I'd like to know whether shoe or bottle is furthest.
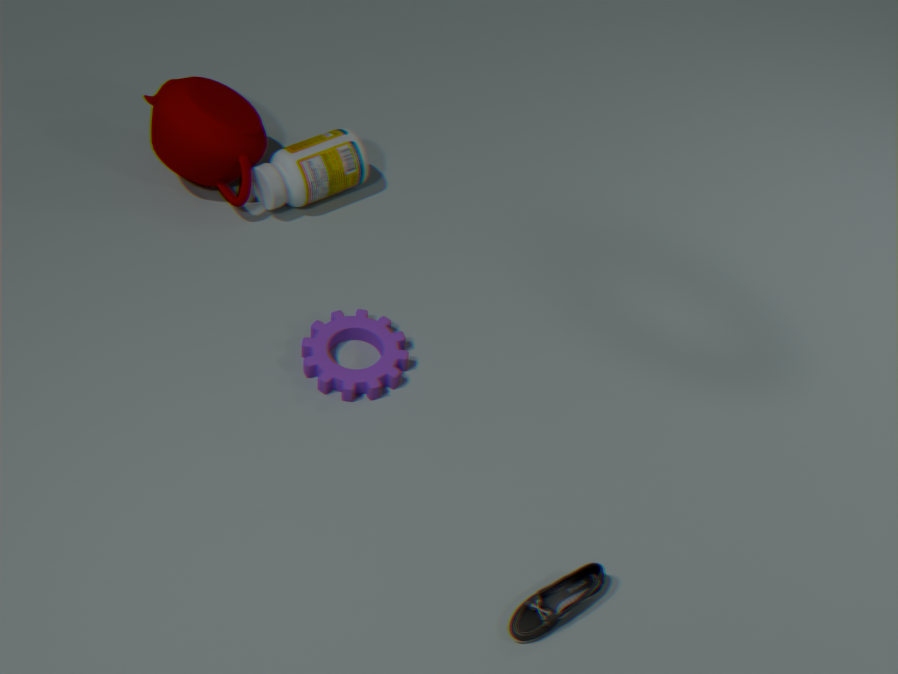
bottle
